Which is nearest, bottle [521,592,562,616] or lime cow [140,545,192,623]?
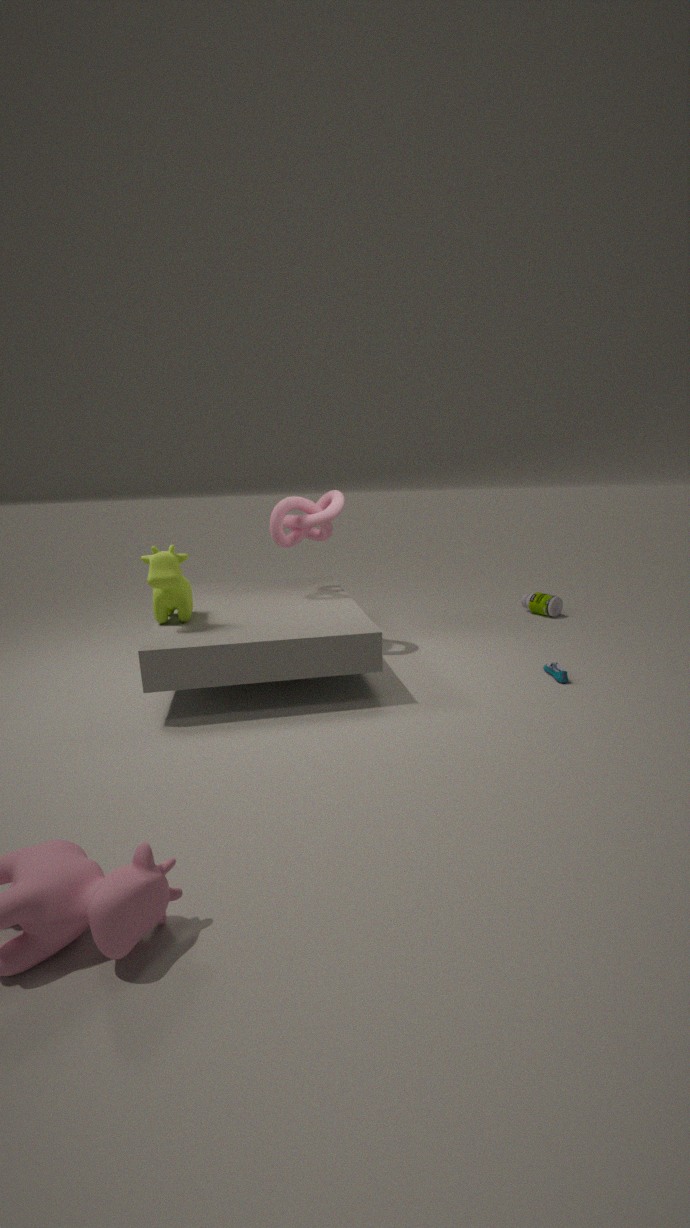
lime cow [140,545,192,623]
